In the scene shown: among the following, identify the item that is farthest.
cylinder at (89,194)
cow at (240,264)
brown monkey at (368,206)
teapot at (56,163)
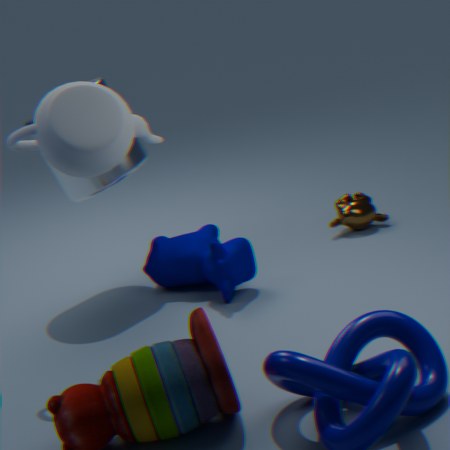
brown monkey at (368,206)
